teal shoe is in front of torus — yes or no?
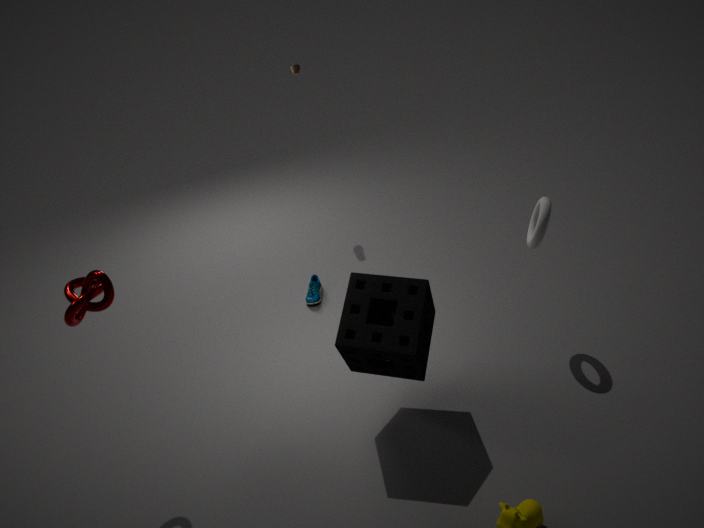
No
